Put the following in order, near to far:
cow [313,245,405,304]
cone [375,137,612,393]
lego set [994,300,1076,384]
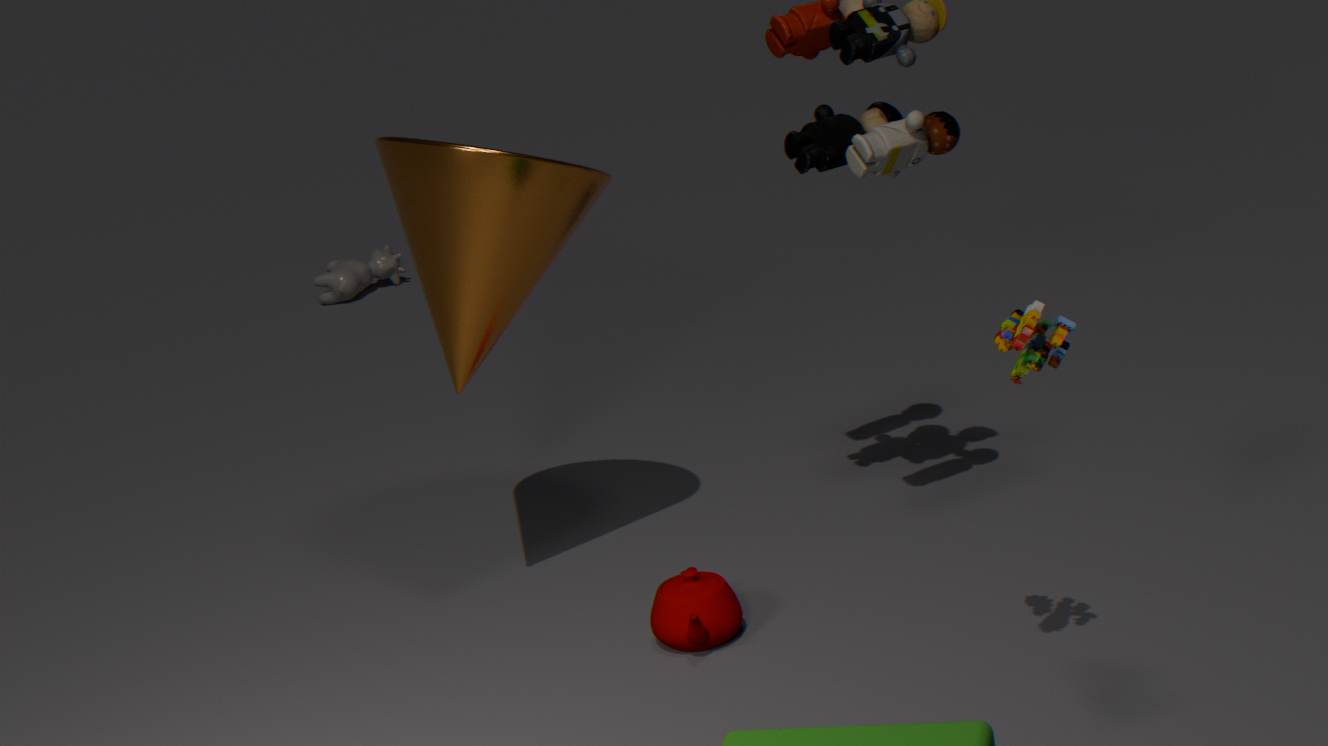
lego set [994,300,1076,384]
cone [375,137,612,393]
cow [313,245,405,304]
